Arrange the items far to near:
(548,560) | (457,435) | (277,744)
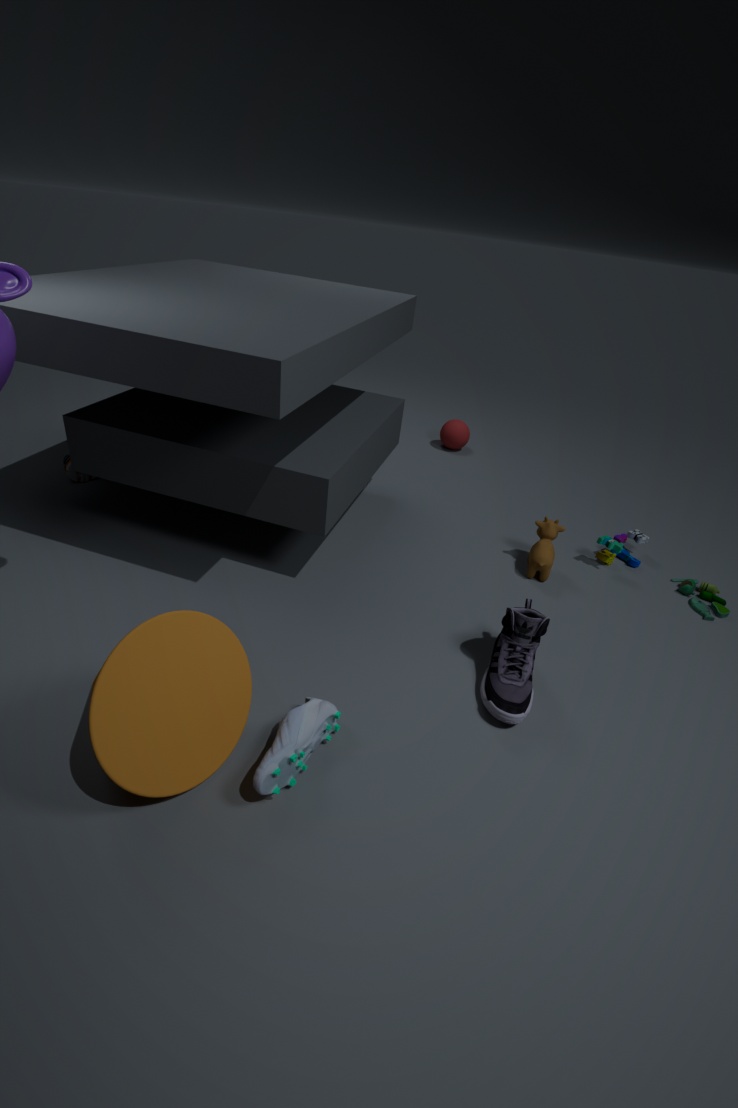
1. (457,435)
2. (548,560)
3. (277,744)
